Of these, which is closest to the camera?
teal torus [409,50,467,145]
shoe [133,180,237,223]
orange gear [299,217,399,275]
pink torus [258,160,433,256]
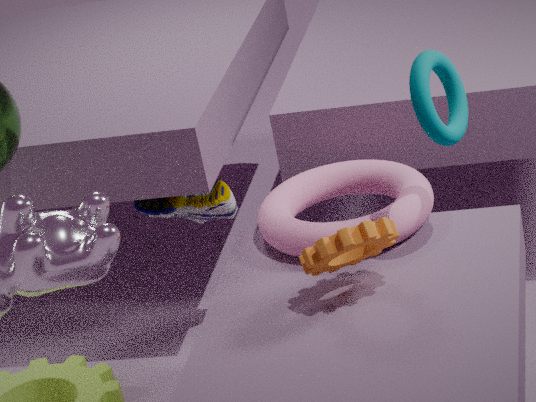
orange gear [299,217,399,275]
